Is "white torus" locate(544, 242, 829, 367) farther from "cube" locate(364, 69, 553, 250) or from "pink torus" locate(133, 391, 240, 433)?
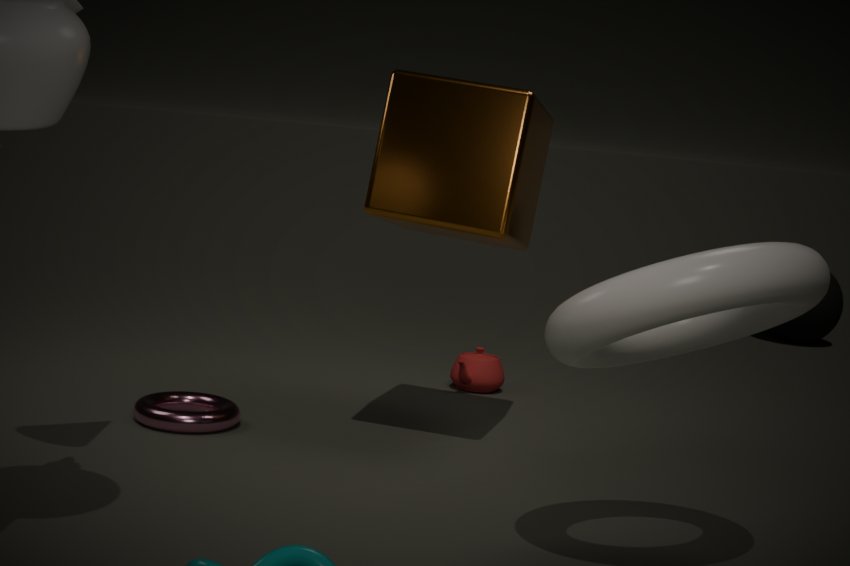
"pink torus" locate(133, 391, 240, 433)
